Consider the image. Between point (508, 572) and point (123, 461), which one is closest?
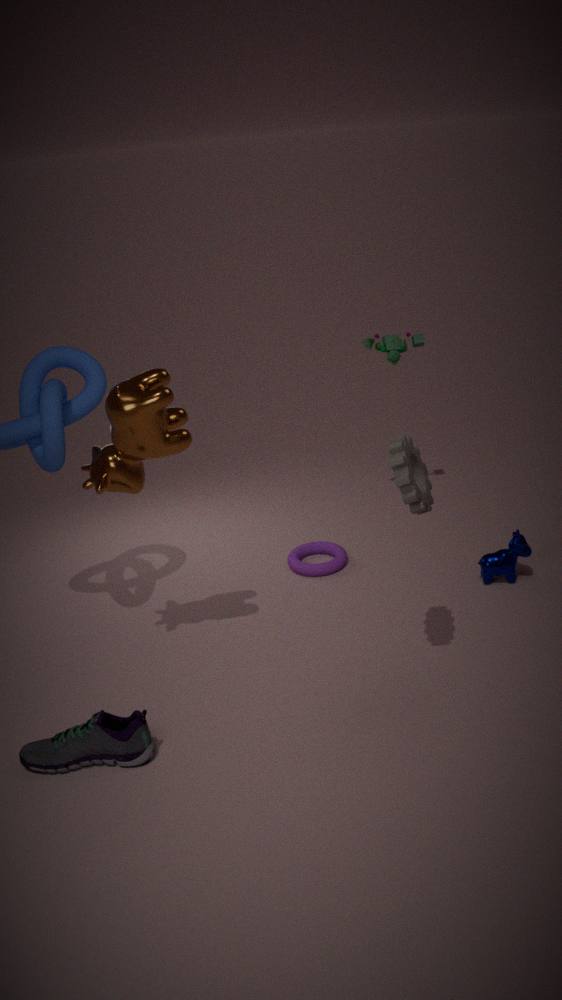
point (123, 461)
